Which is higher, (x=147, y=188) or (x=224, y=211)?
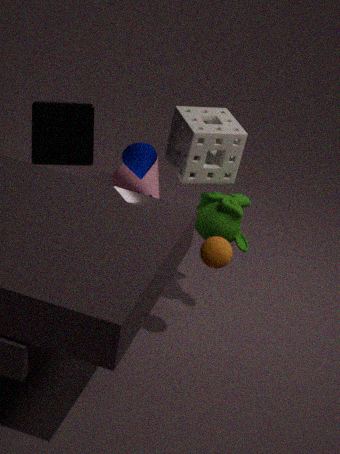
(x=224, y=211)
